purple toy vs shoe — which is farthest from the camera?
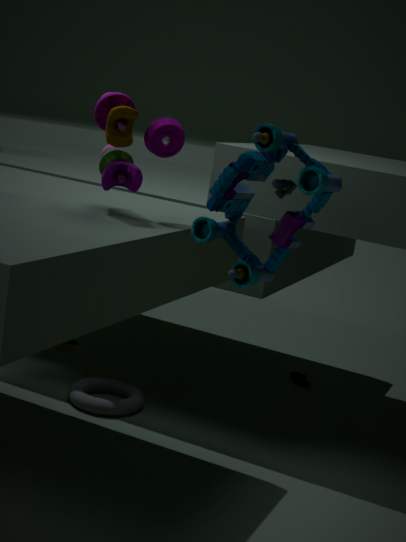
shoe
